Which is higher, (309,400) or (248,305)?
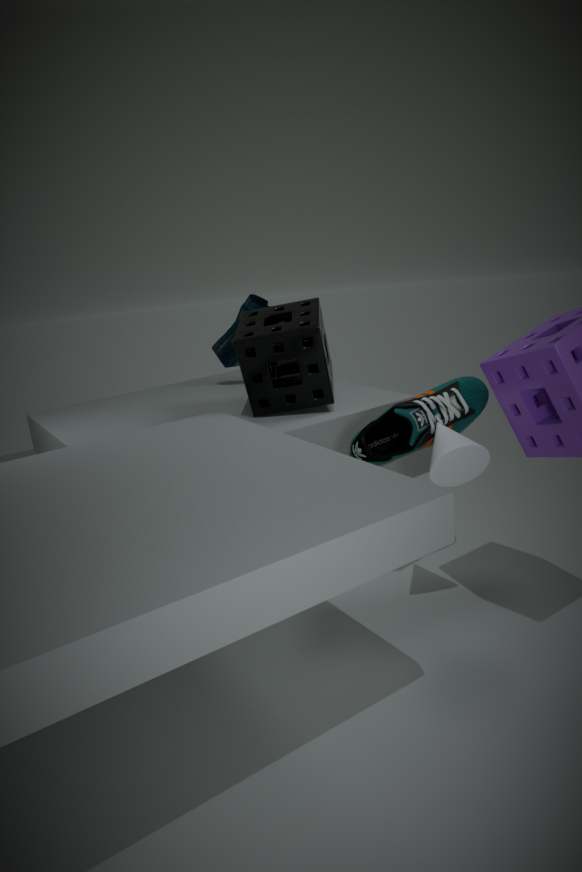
(248,305)
